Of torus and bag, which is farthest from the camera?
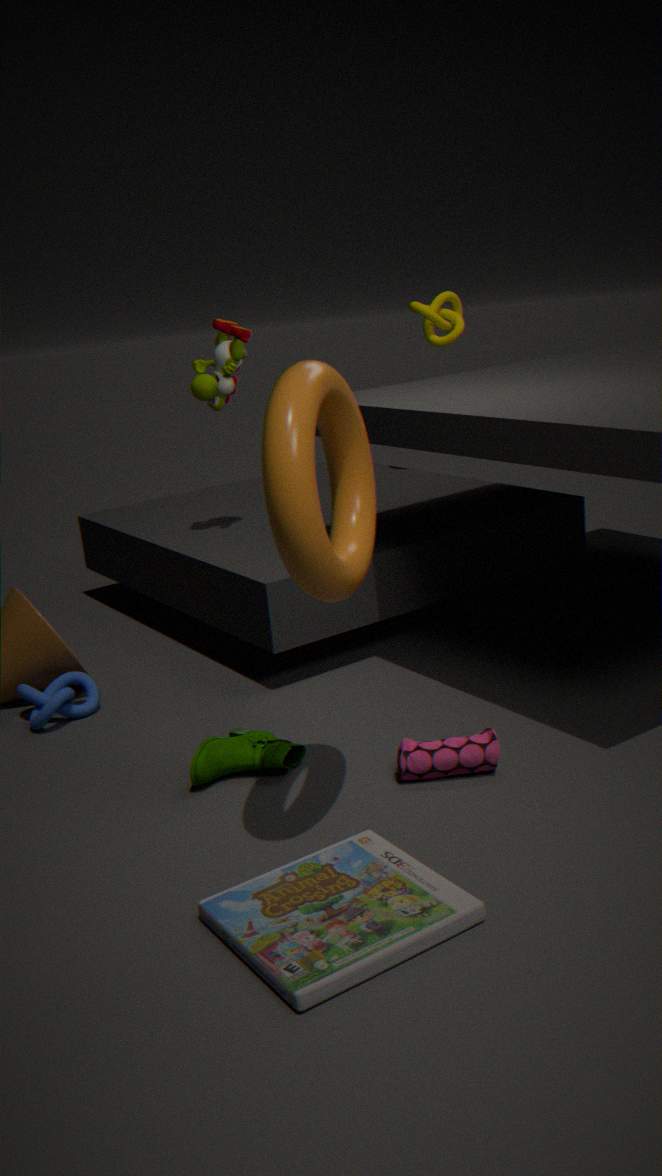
bag
